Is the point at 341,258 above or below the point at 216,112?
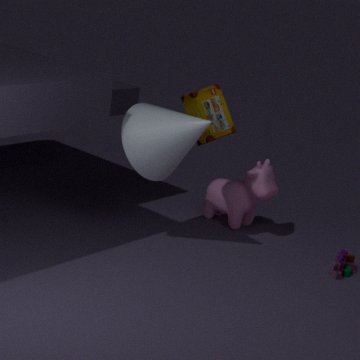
below
